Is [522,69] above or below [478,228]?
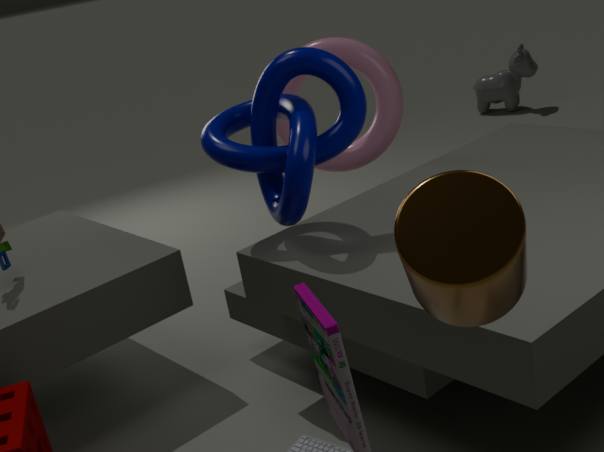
below
